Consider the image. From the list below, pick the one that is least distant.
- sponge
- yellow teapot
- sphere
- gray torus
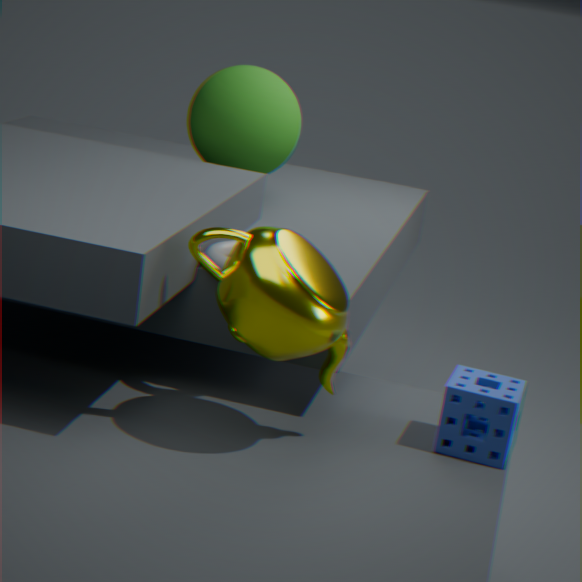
yellow teapot
